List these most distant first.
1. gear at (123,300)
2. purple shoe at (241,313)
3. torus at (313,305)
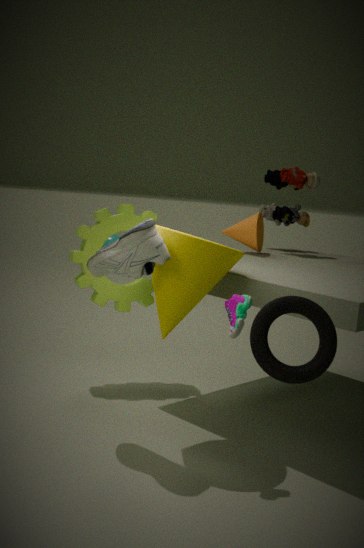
gear at (123,300), purple shoe at (241,313), torus at (313,305)
